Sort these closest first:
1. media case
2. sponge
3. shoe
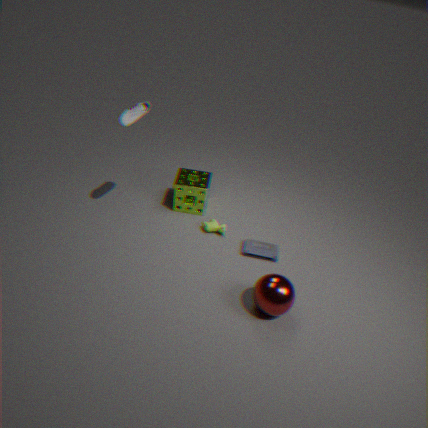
shoe
media case
sponge
